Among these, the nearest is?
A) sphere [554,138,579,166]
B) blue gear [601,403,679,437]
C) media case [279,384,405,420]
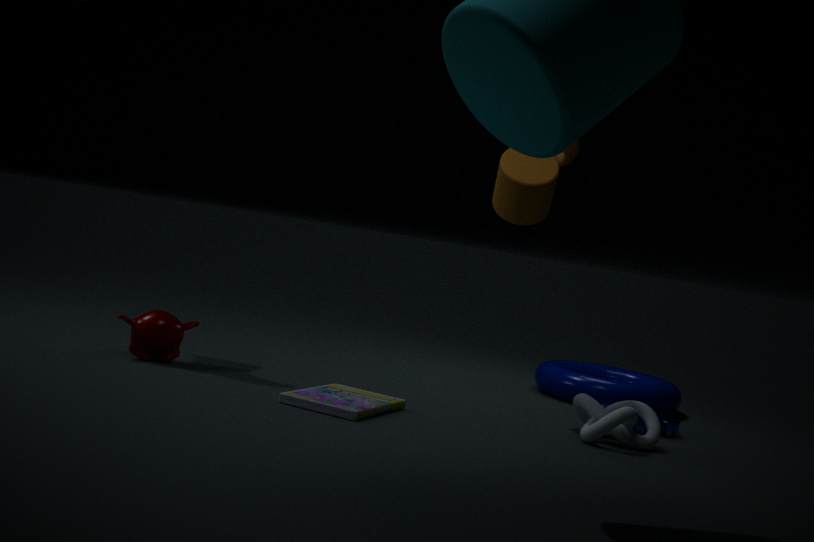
media case [279,384,405,420]
